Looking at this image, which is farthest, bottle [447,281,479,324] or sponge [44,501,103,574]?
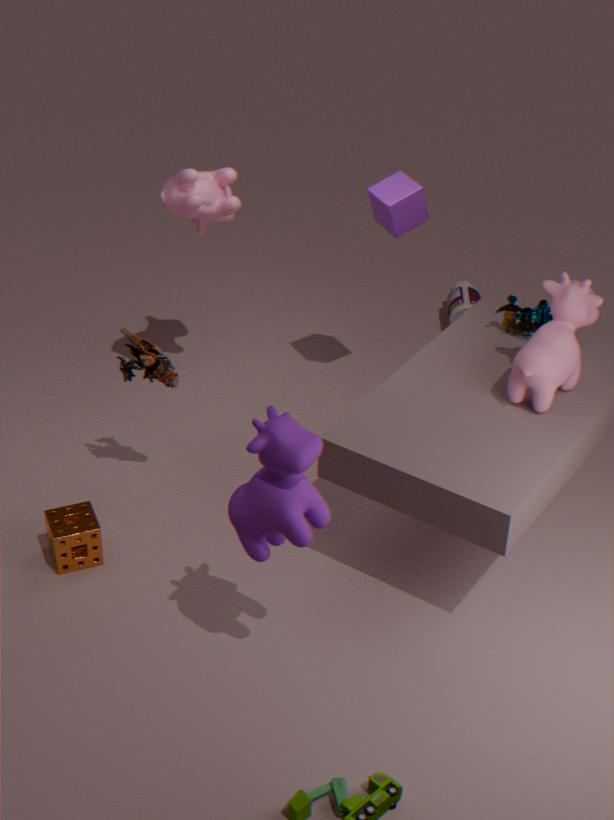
bottle [447,281,479,324]
